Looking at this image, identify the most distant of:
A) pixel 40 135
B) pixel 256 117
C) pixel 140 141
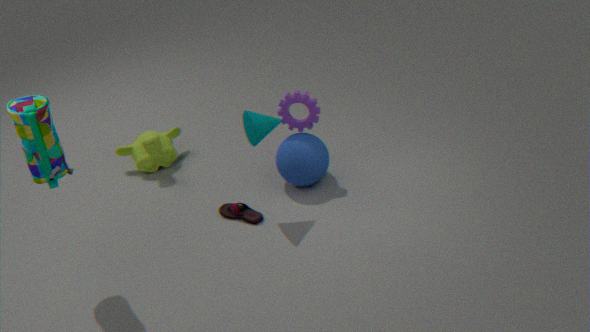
pixel 140 141
